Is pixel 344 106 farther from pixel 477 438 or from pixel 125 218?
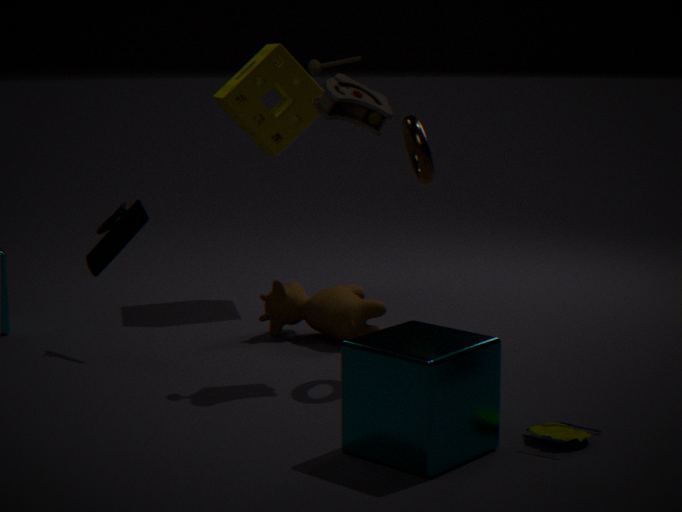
pixel 477 438
